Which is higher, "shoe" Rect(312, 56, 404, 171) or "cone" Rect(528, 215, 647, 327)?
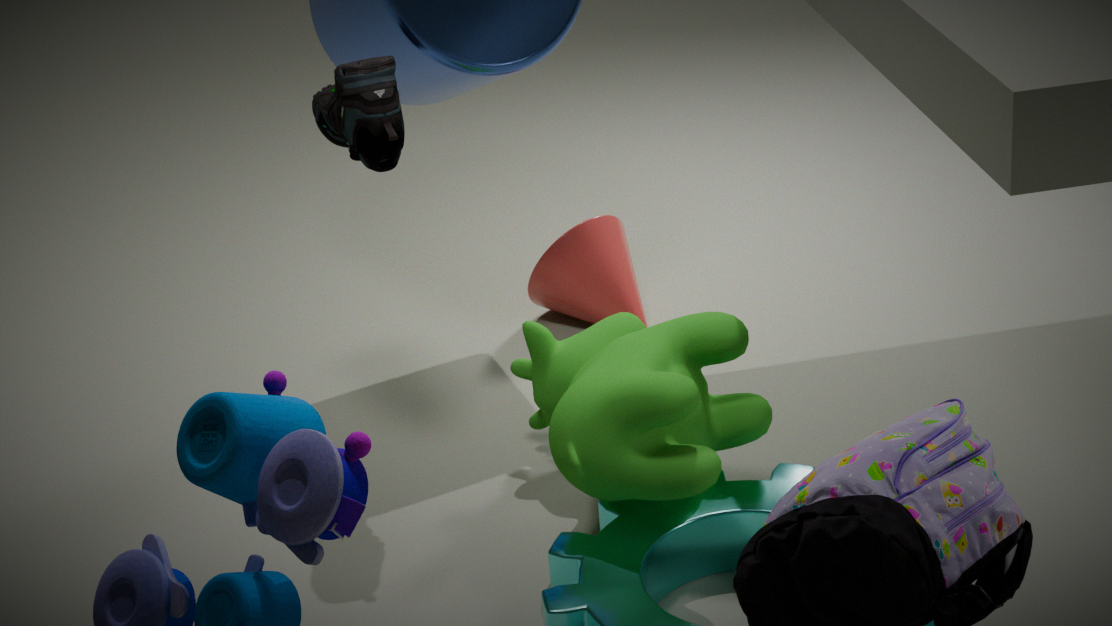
"shoe" Rect(312, 56, 404, 171)
